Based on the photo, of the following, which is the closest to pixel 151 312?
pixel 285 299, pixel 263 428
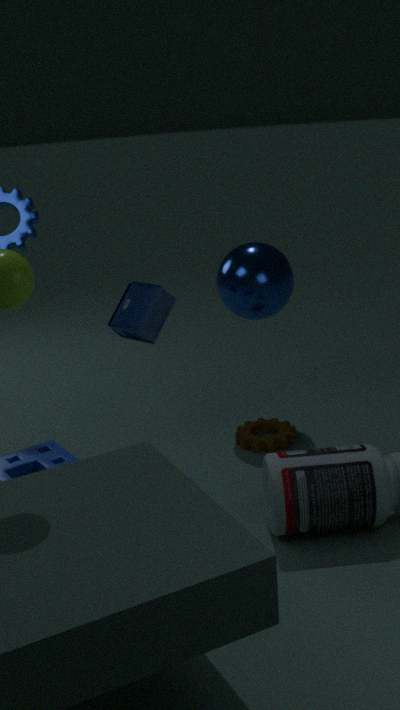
pixel 285 299
